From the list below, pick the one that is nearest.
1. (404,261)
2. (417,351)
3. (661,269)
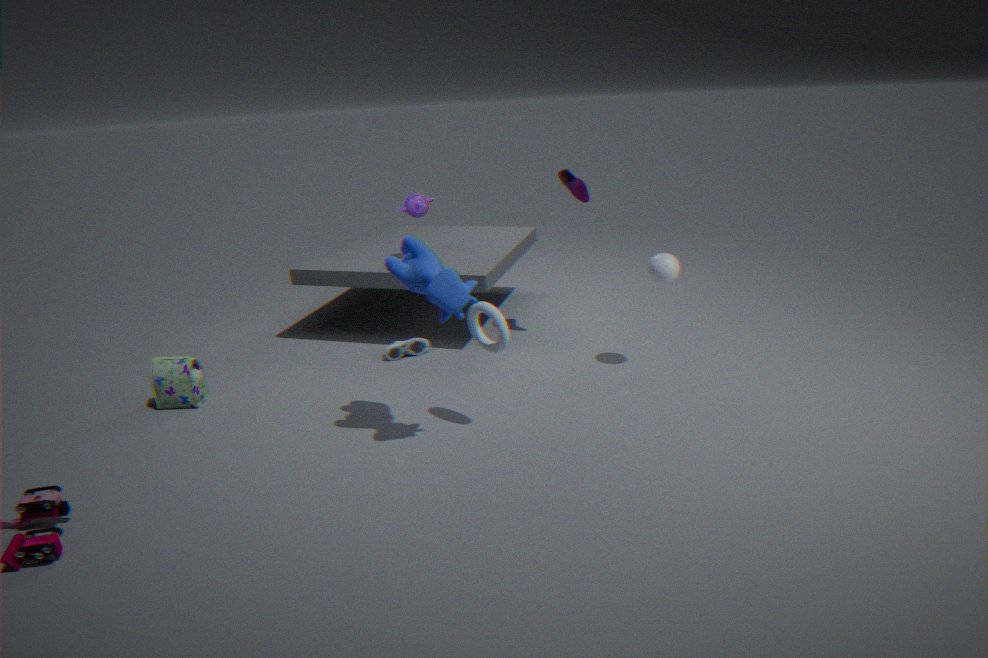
(404,261)
